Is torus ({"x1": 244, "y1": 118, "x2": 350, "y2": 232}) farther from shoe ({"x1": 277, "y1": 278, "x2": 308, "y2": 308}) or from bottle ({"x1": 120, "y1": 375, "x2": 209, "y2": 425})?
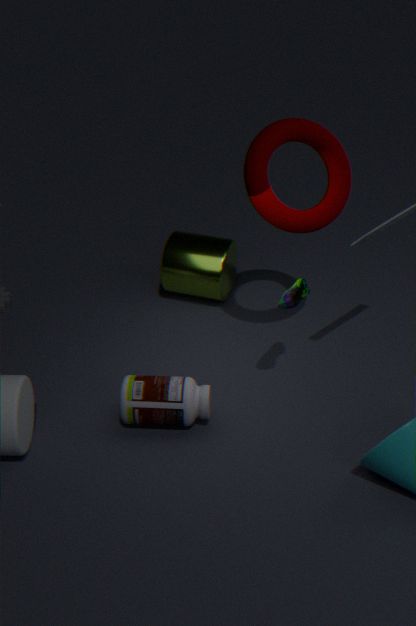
bottle ({"x1": 120, "y1": 375, "x2": 209, "y2": 425})
